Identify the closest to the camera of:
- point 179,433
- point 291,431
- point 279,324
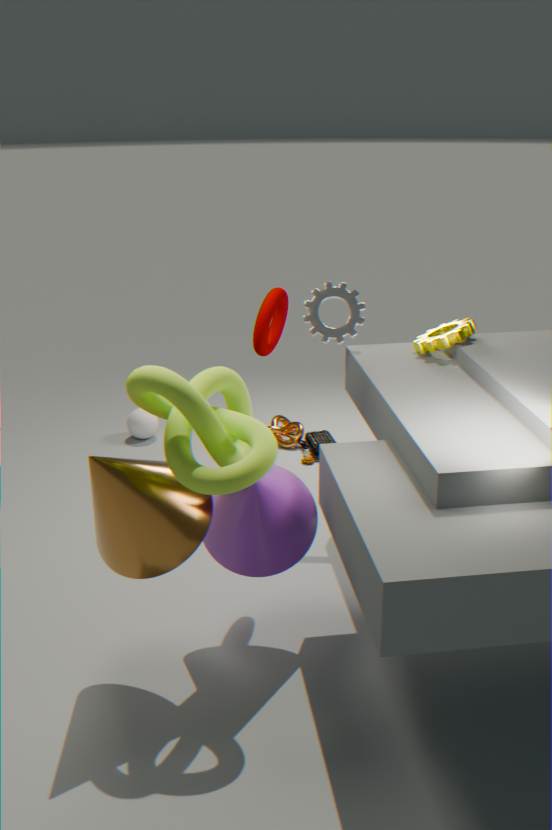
point 179,433
